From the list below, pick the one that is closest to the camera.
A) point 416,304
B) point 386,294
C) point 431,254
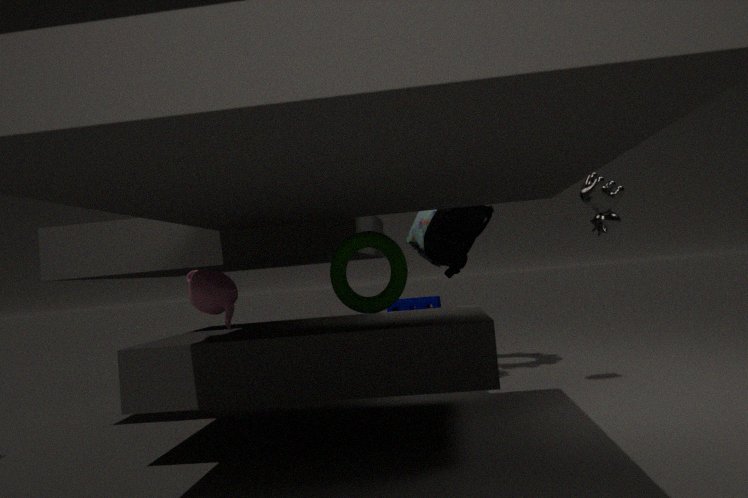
point 386,294
